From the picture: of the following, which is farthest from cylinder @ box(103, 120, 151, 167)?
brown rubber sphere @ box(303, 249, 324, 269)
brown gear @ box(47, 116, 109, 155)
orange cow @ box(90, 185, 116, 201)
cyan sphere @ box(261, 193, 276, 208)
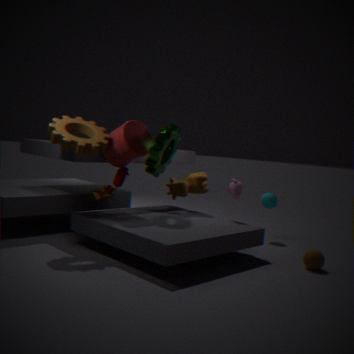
brown rubber sphere @ box(303, 249, 324, 269)
